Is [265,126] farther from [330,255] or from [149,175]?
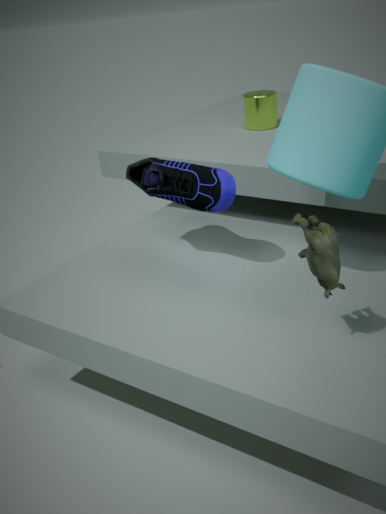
[330,255]
